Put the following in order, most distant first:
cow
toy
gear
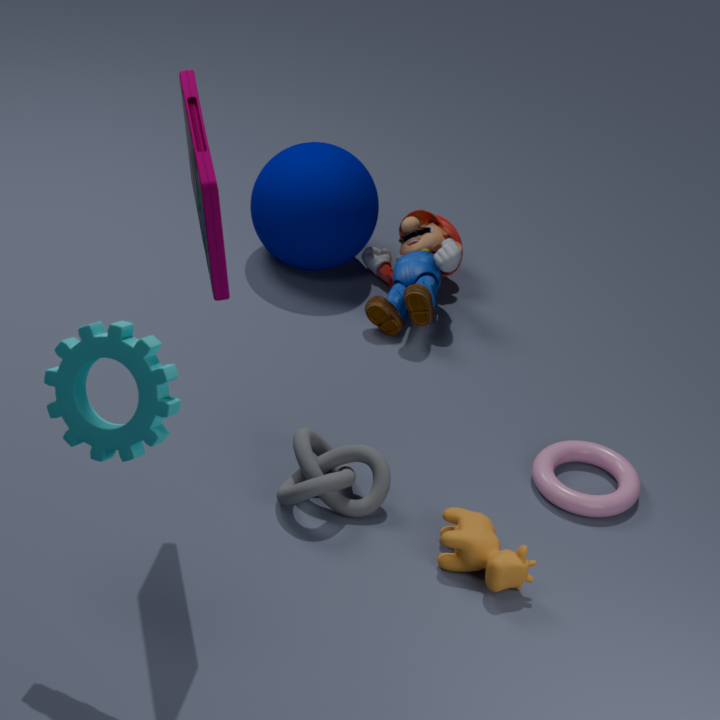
toy < cow < gear
